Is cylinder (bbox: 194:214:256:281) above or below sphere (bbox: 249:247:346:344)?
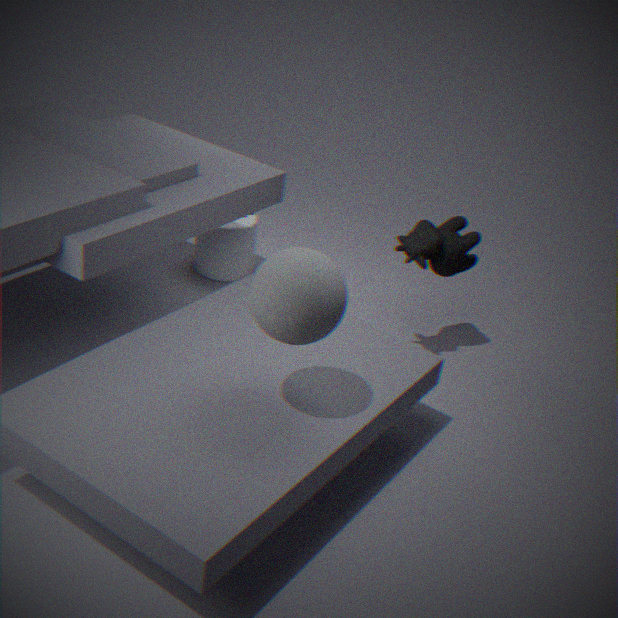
below
